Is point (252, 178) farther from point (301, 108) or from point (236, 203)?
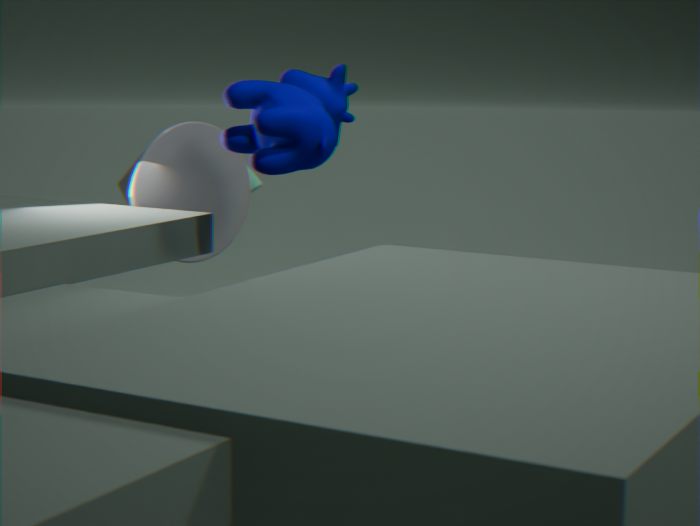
point (301, 108)
